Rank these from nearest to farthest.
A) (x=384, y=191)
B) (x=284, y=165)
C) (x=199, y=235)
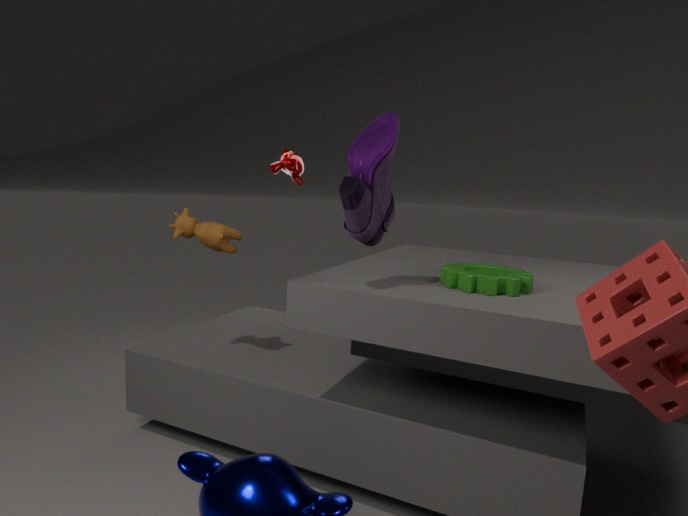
A. (x=384, y=191), C. (x=199, y=235), B. (x=284, y=165)
